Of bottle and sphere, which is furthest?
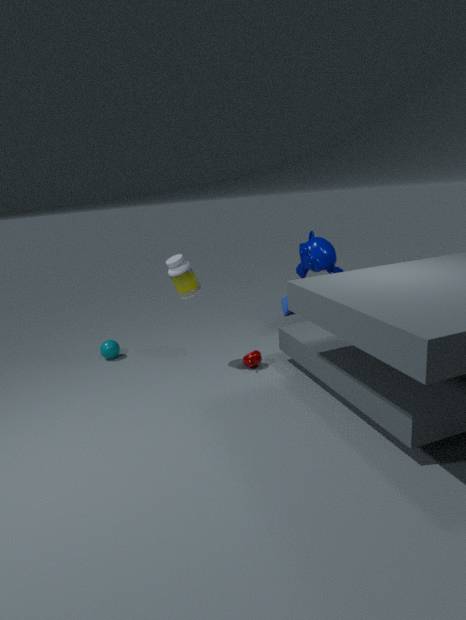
sphere
